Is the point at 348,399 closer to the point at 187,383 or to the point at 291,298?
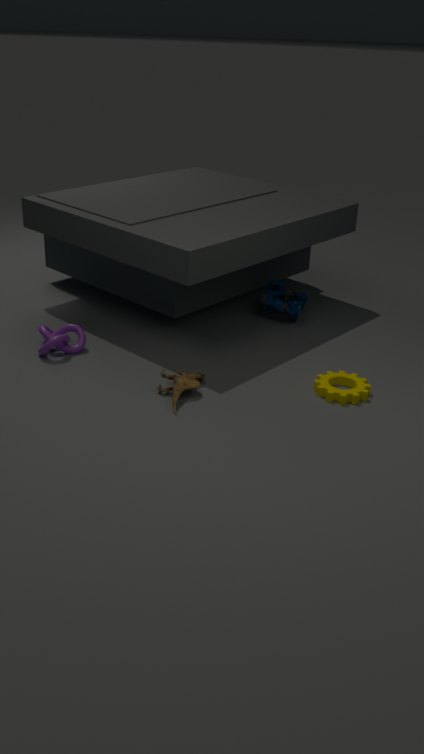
the point at 187,383
